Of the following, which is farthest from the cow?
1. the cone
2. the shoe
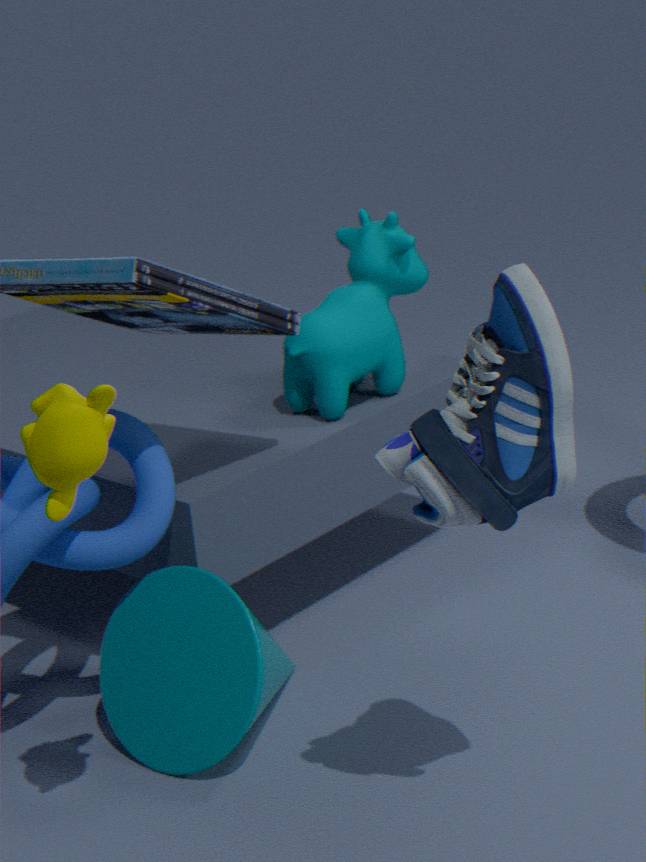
the shoe
